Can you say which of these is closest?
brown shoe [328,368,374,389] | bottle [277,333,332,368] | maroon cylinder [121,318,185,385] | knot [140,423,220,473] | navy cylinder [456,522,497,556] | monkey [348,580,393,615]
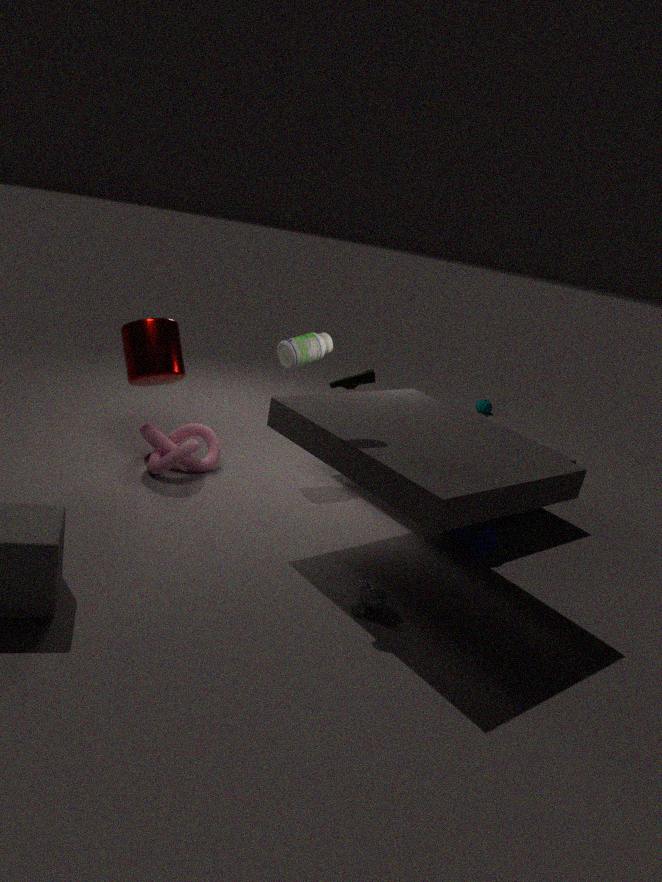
brown shoe [328,368,374,389]
